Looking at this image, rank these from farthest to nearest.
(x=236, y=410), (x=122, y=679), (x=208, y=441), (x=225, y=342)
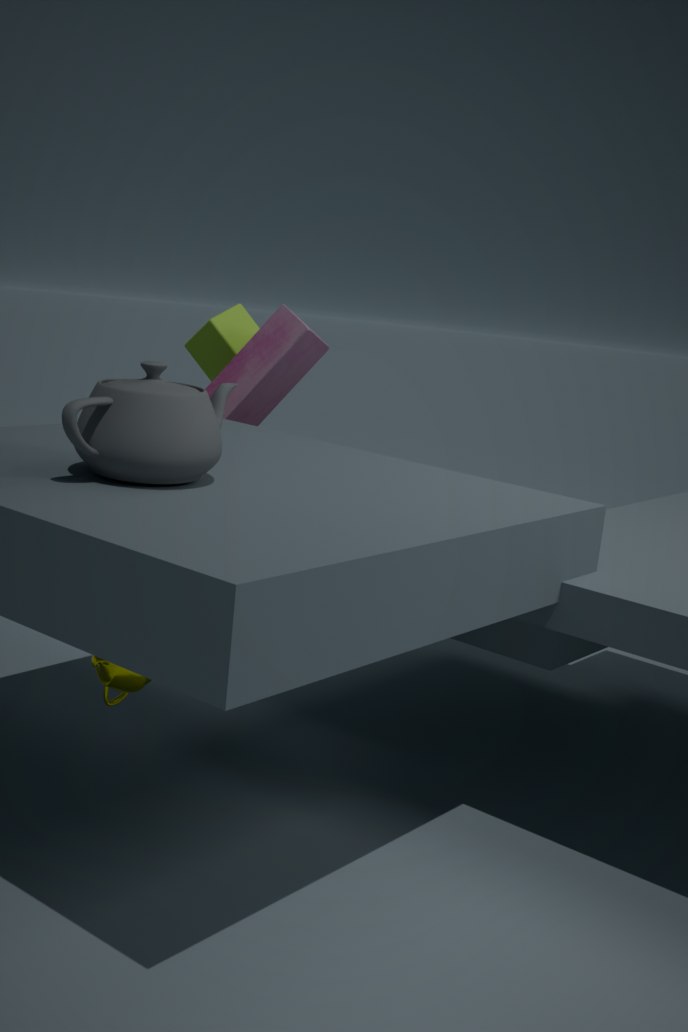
(x=225, y=342) → (x=236, y=410) → (x=122, y=679) → (x=208, y=441)
